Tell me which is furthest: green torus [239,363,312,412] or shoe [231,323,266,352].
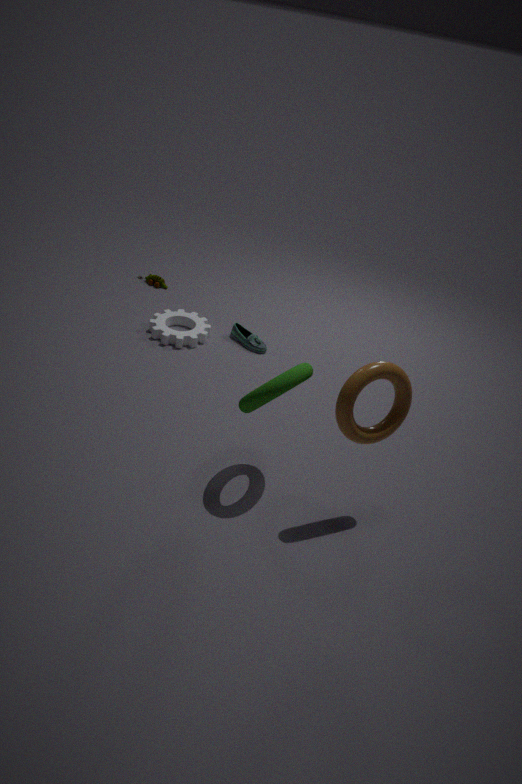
shoe [231,323,266,352]
